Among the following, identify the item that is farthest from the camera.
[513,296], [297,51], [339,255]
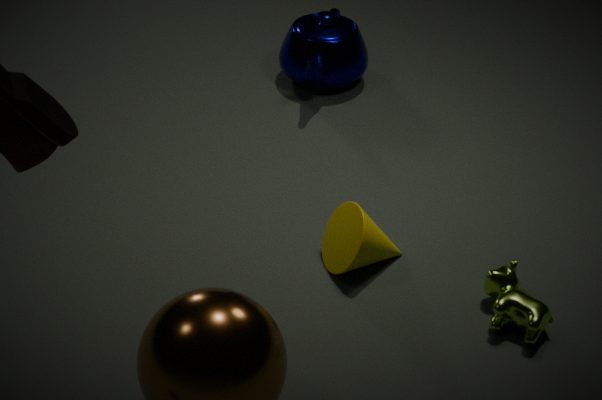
[297,51]
